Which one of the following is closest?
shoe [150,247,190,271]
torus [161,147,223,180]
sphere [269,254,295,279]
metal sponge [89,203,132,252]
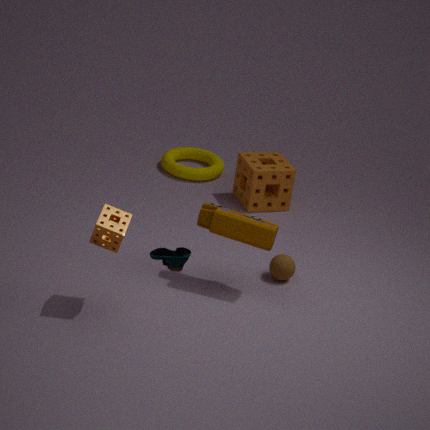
shoe [150,247,190,271]
